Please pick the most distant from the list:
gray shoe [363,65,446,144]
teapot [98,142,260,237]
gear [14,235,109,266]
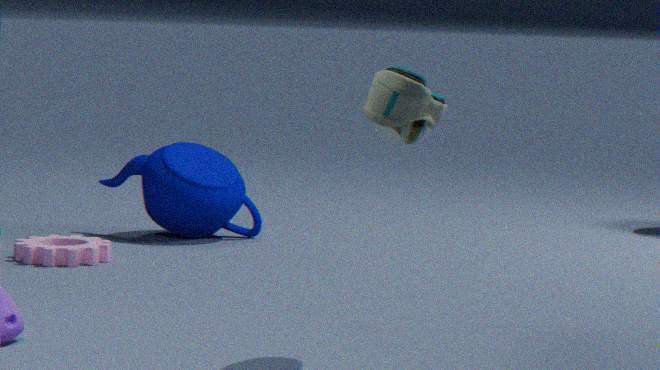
teapot [98,142,260,237]
